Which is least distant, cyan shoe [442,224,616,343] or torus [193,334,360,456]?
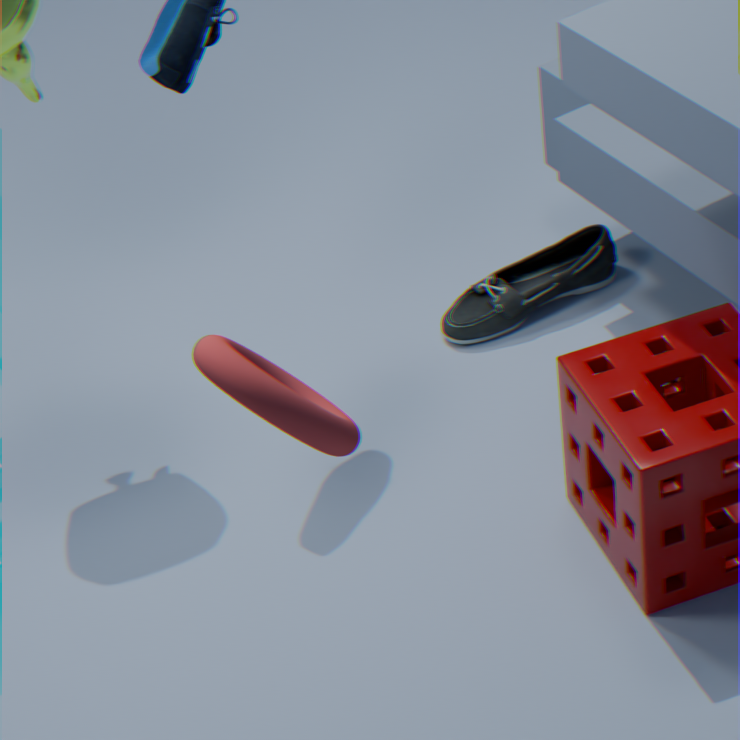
torus [193,334,360,456]
